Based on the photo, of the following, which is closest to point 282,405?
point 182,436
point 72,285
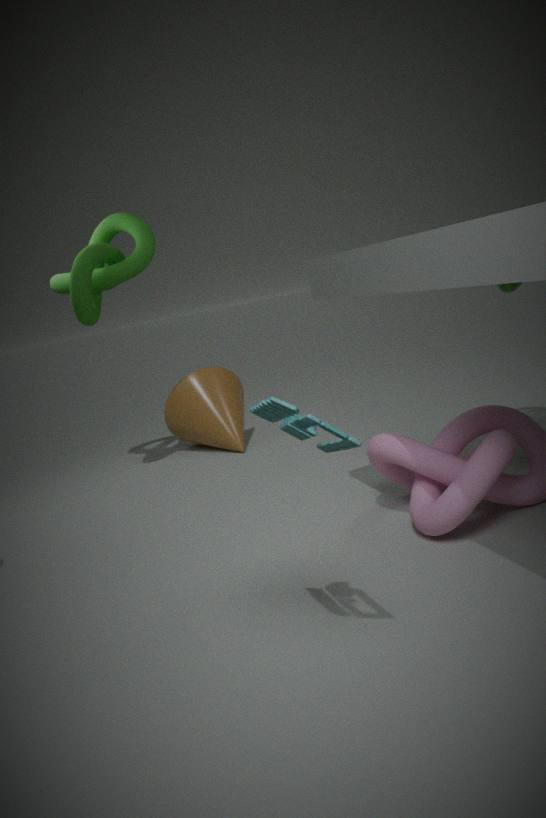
point 72,285
